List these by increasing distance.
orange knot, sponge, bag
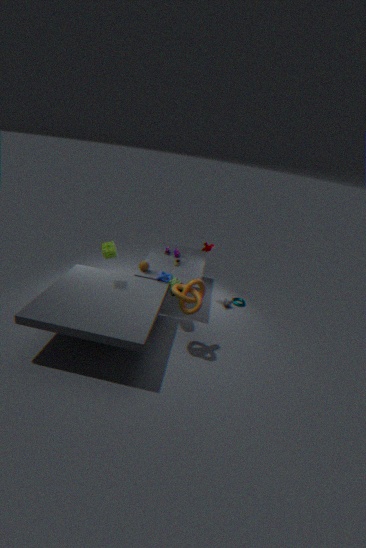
orange knot → sponge → bag
